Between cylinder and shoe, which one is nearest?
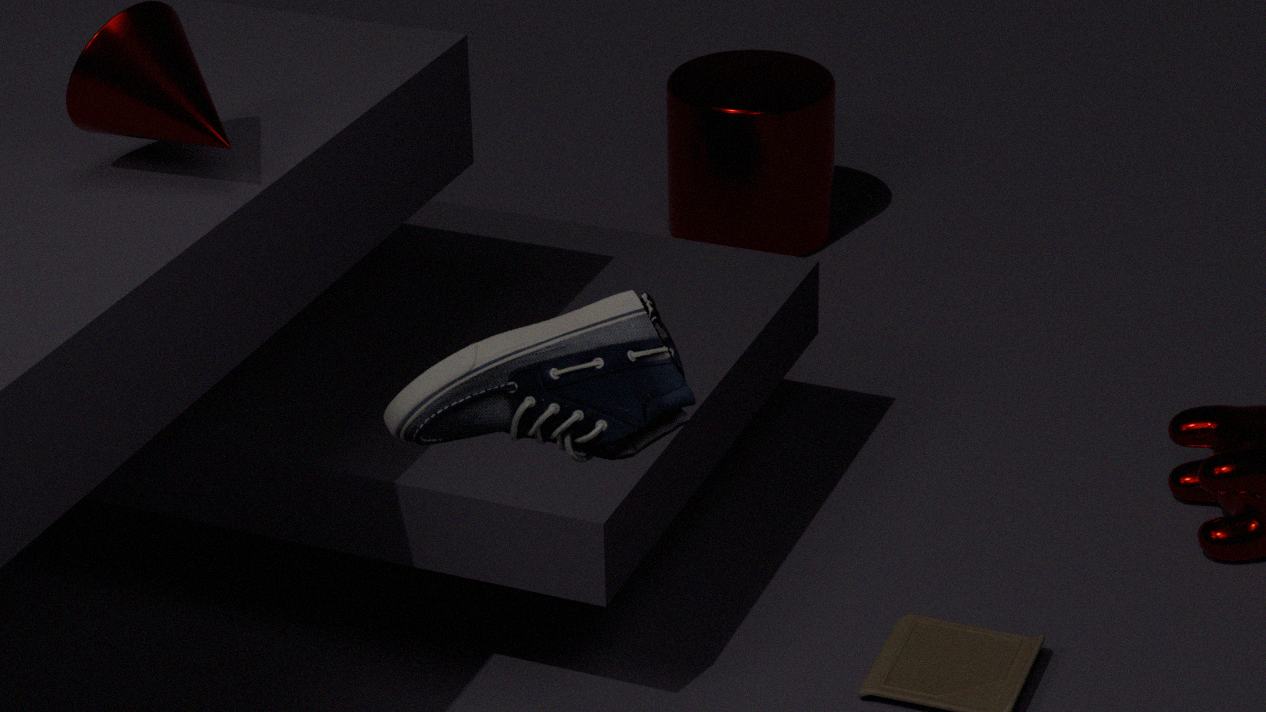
shoe
